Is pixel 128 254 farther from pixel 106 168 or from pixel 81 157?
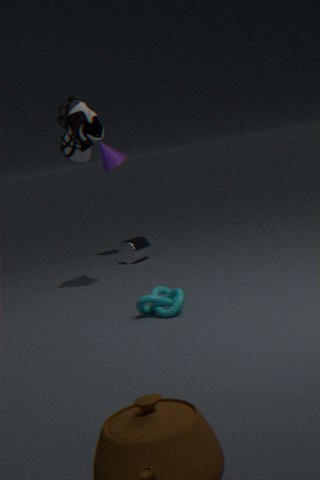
pixel 81 157
